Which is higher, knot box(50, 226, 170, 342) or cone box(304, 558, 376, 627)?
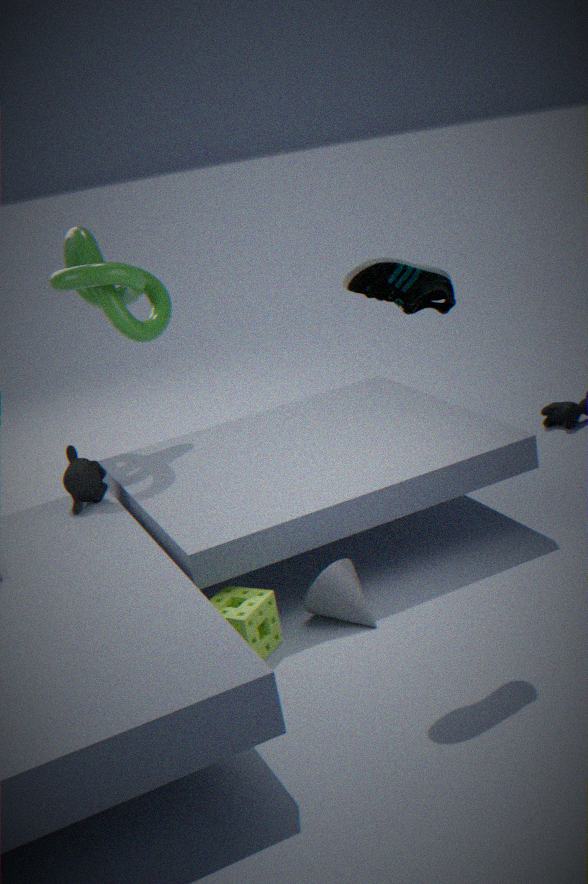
knot box(50, 226, 170, 342)
